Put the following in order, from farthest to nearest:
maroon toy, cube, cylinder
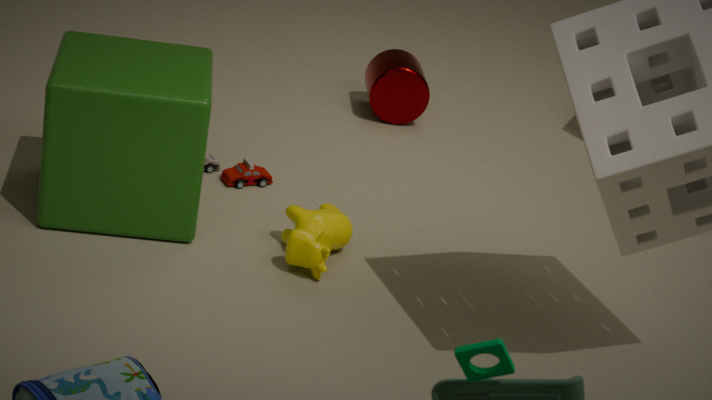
1. cylinder
2. maroon toy
3. cube
